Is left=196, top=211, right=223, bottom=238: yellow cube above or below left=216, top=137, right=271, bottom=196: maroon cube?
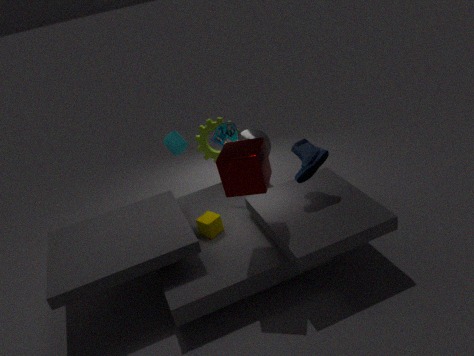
below
